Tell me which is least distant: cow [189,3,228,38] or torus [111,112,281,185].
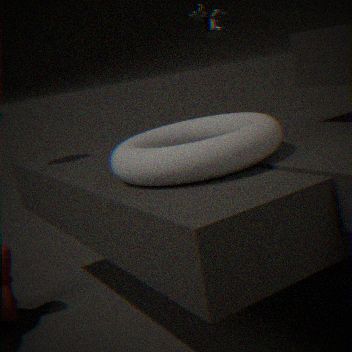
torus [111,112,281,185]
